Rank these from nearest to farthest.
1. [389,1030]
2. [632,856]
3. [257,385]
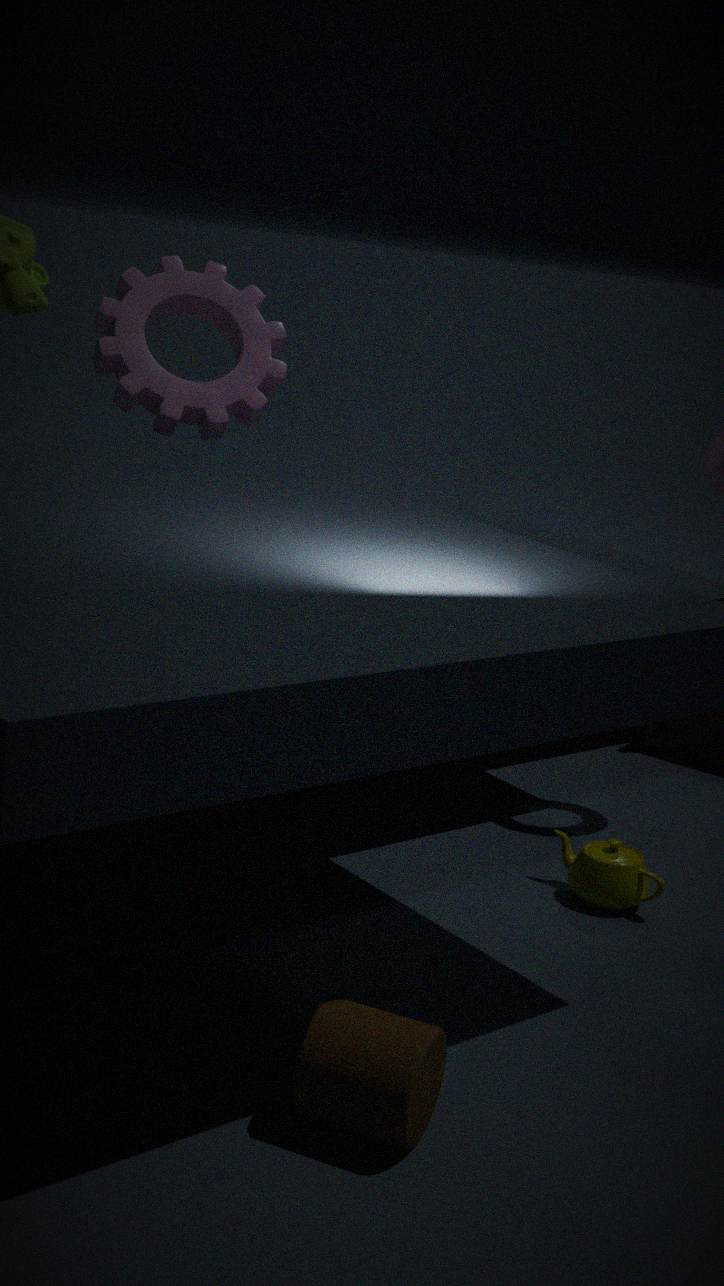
[389,1030], [632,856], [257,385]
